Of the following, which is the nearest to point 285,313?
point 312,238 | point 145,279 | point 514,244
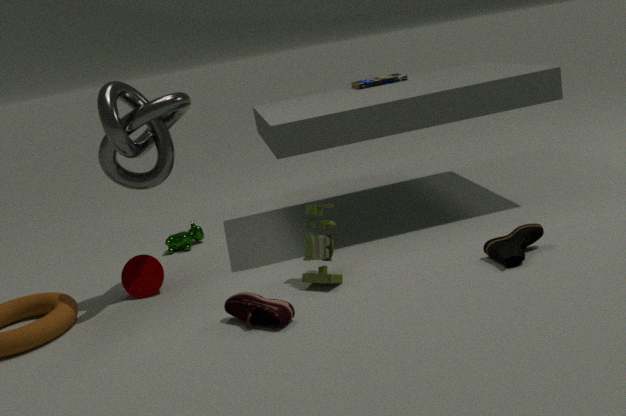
point 312,238
